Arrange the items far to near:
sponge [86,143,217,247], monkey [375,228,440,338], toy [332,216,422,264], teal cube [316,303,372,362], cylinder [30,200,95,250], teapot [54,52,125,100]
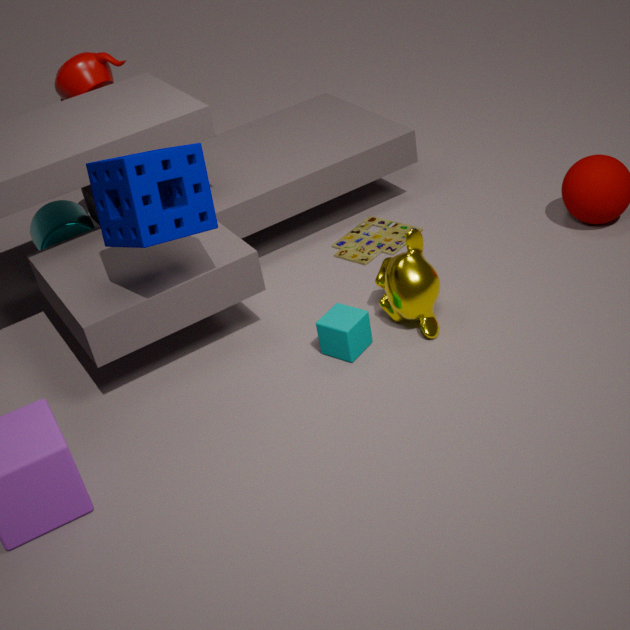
cylinder [30,200,95,250], teapot [54,52,125,100], toy [332,216,422,264], monkey [375,228,440,338], teal cube [316,303,372,362], sponge [86,143,217,247]
